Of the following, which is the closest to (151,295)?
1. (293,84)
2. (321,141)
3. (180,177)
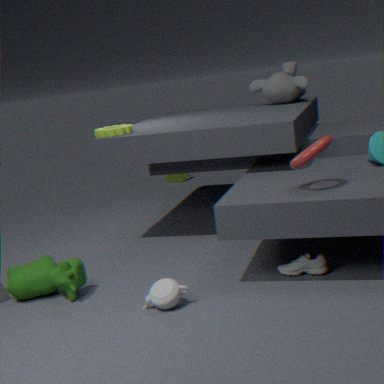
(321,141)
